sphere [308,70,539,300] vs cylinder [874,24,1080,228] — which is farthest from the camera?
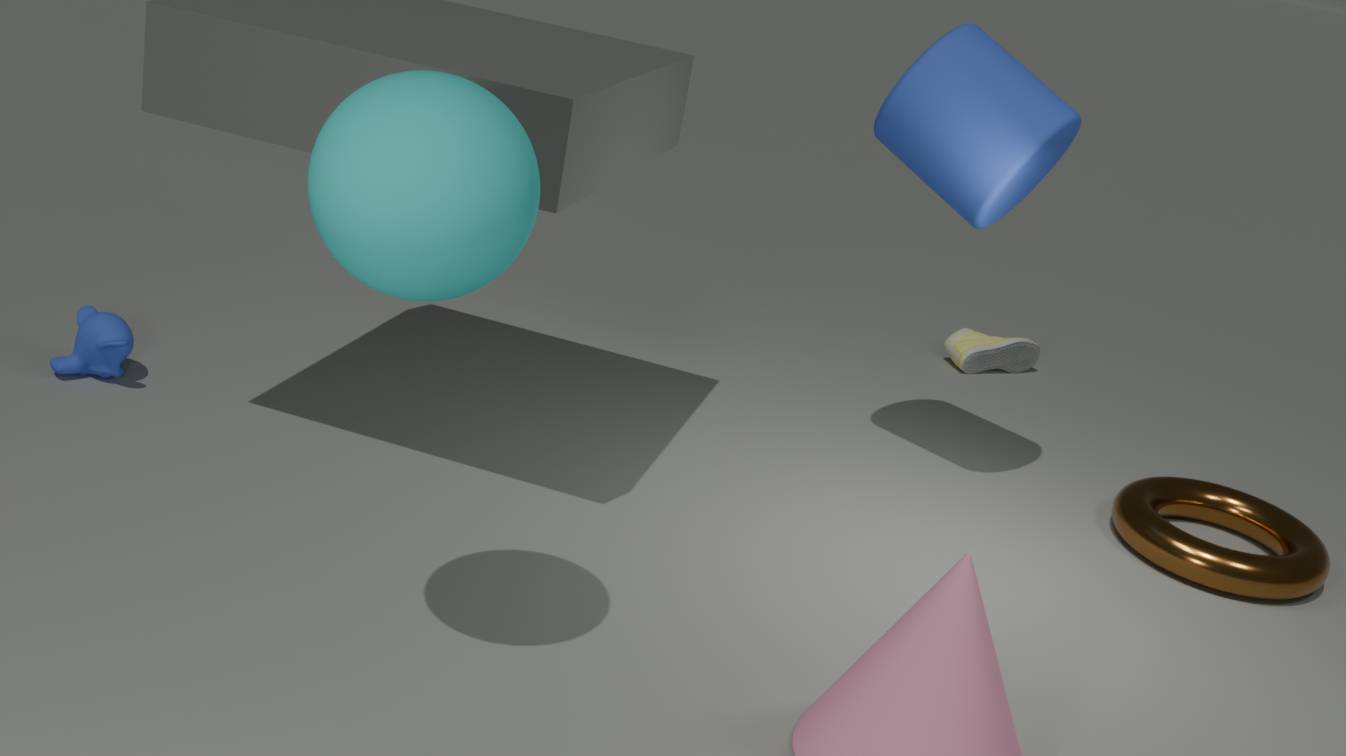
cylinder [874,24,1080,228]
